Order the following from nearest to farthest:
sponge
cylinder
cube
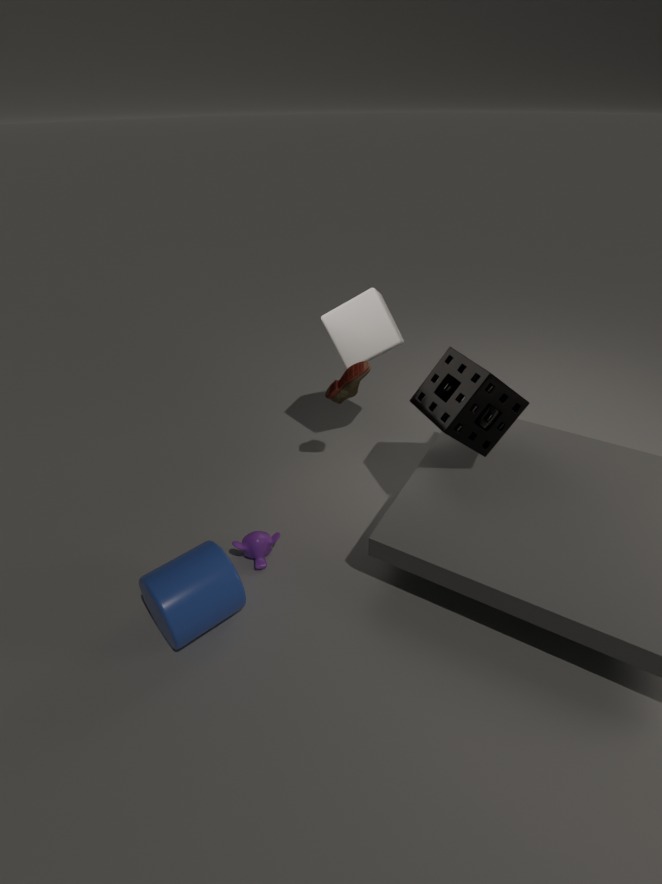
cylinder < sponge < cube
